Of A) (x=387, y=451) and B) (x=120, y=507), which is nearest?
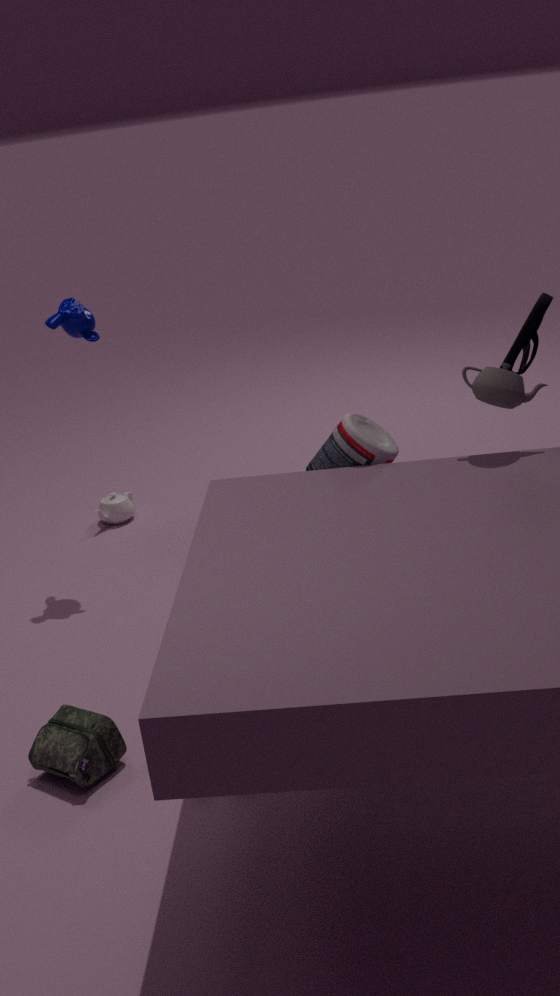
A. (x=387, y=451)
